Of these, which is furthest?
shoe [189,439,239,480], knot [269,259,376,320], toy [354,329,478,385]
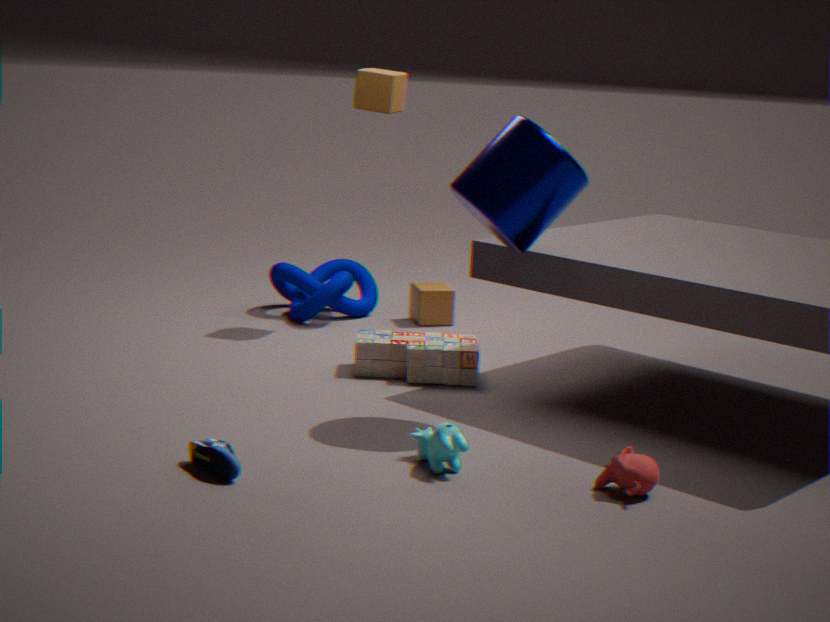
knot [269,259,376,320]
